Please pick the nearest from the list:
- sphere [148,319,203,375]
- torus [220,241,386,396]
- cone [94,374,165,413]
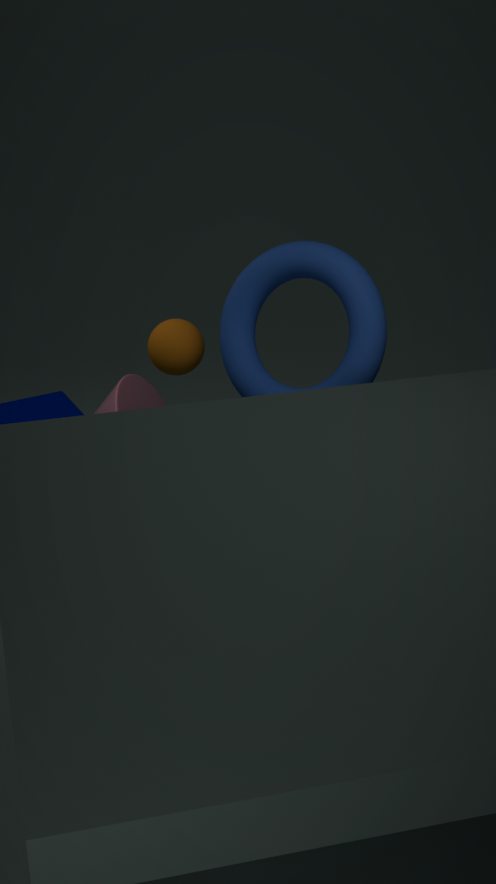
torus [220,241,386,396]
